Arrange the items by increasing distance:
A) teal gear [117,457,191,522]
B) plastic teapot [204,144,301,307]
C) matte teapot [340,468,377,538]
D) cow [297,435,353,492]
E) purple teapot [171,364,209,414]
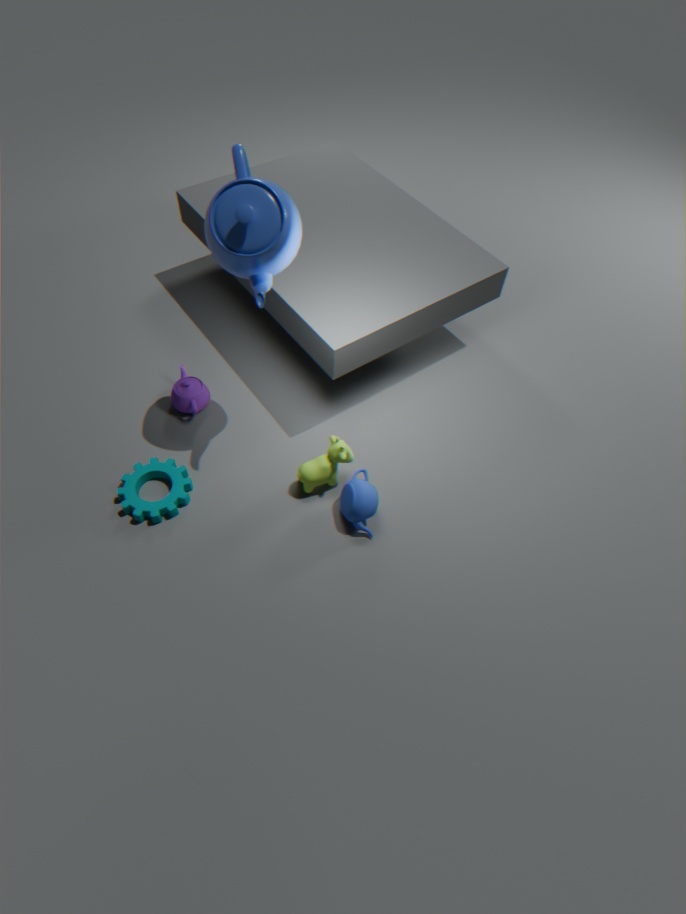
plastic teapot [204,144,301,307] → matte teapot [340,468,377,538] → teal gear [117,457,191,522] → cow [297,435,353,492] → purple teapot [171,364,209,414]
